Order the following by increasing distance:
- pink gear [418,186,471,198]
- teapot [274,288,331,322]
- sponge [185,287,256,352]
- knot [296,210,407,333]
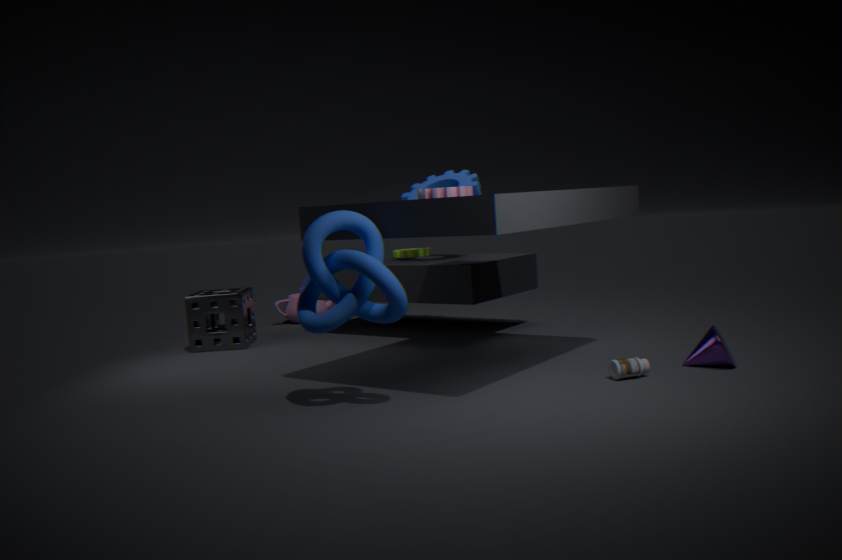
knot [296,210,407,333] < pink gear [418,186,471,198] < sponge [185,287,256,352] < teapot [274,288,331,322]
